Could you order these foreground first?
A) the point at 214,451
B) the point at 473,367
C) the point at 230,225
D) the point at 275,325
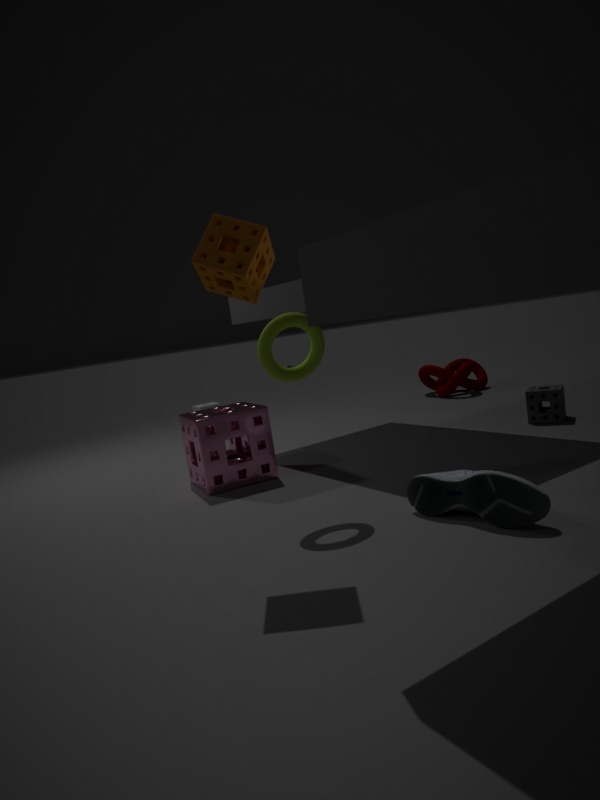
the point at 230,225, the point at 275,325, the point at 214,451, the point at 473,367
